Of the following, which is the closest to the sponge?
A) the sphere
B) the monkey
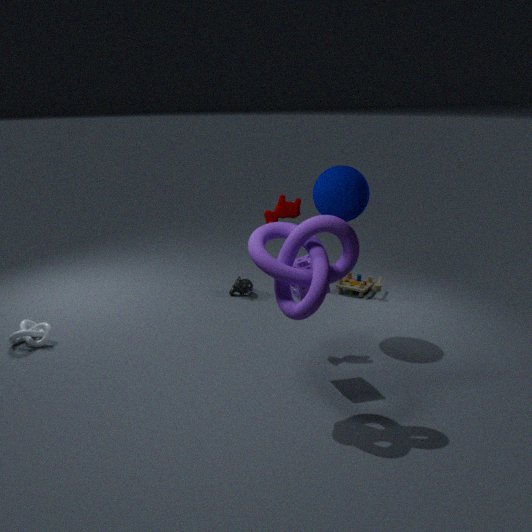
the sphere
